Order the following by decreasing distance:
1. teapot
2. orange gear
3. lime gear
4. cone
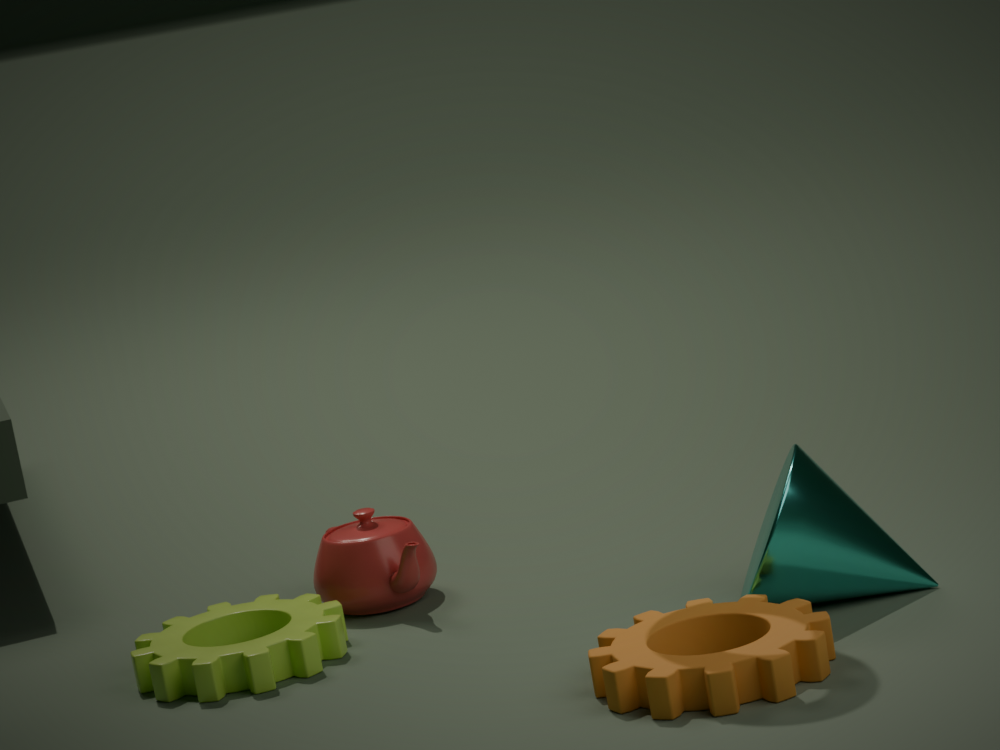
teapot → lime gear → cone → orange gear
